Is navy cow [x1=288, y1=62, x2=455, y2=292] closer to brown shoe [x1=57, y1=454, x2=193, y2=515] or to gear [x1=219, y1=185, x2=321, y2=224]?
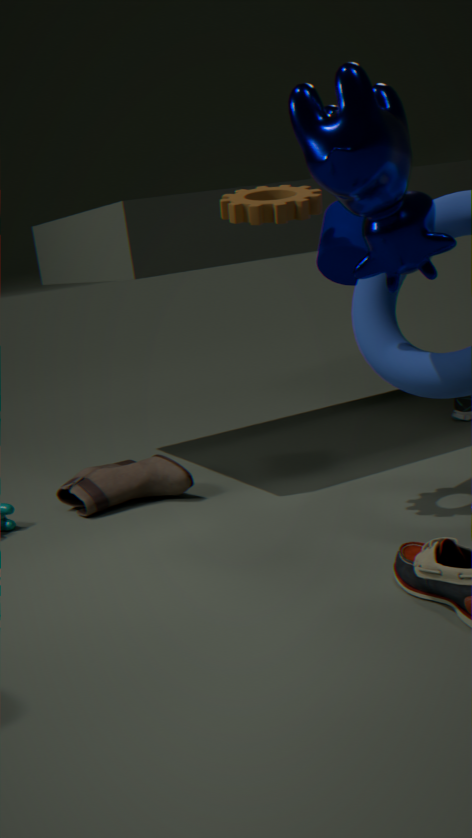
gear [x1=219, y1=185, x2=321, y2=224]
